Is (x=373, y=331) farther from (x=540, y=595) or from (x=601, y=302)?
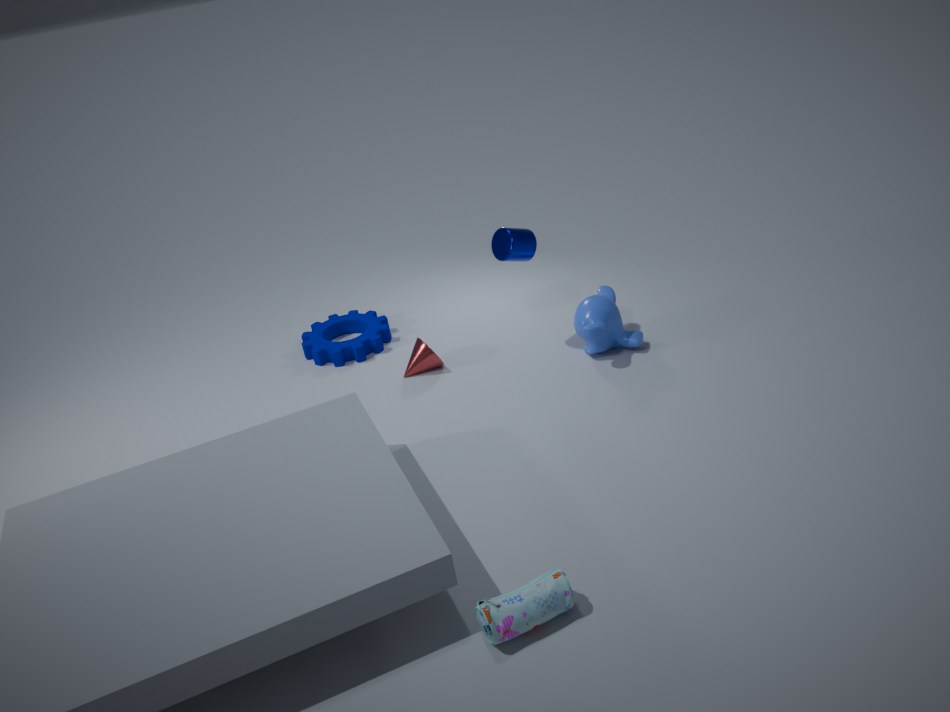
(x=540, y=595)
